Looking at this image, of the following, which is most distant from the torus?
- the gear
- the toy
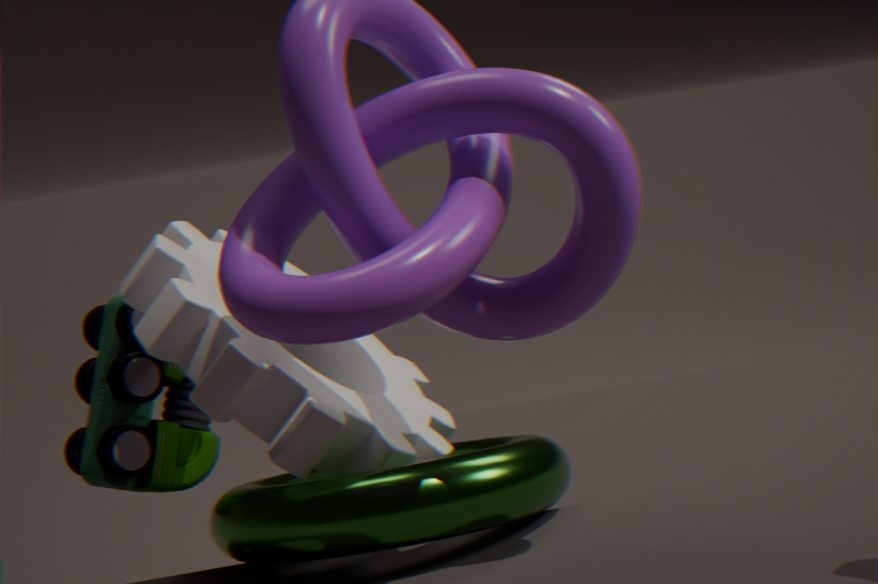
the toy
